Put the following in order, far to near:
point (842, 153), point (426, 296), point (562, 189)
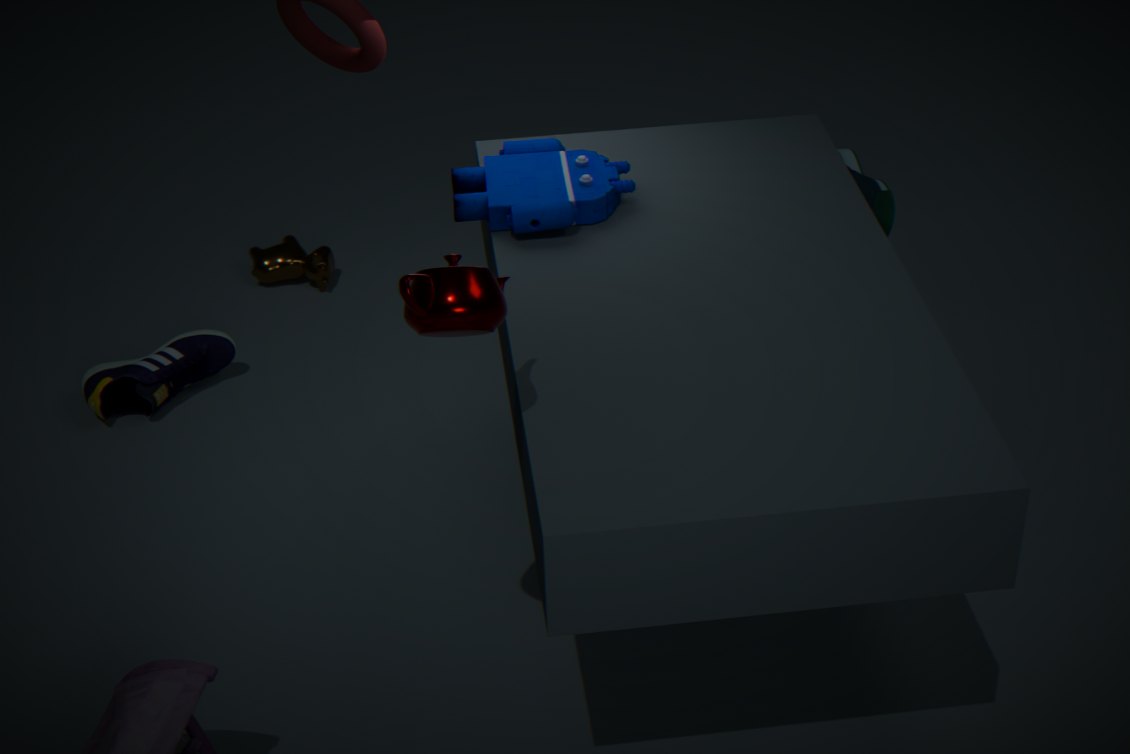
point (842, 153) < point (562, 189) < point (426, 296)
